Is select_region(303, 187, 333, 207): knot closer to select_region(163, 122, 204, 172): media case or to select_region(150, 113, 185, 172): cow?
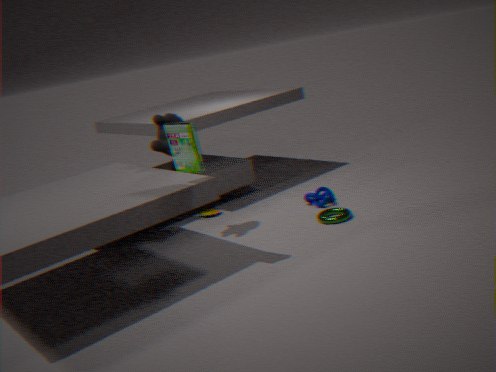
select_region(150, 113, 185, 172): cow
